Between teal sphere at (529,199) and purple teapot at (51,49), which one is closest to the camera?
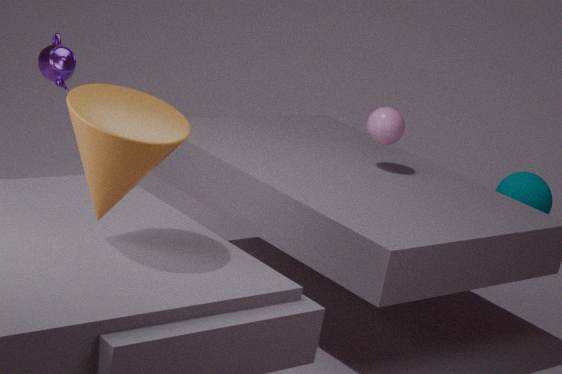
purple teapot at (51,49)
